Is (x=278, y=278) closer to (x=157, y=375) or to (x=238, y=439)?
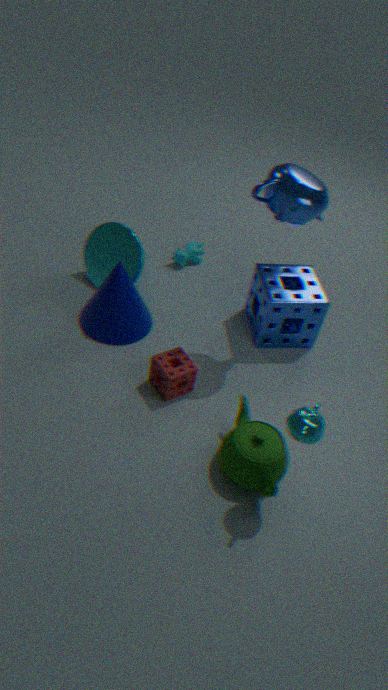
(x=157, y=375)
